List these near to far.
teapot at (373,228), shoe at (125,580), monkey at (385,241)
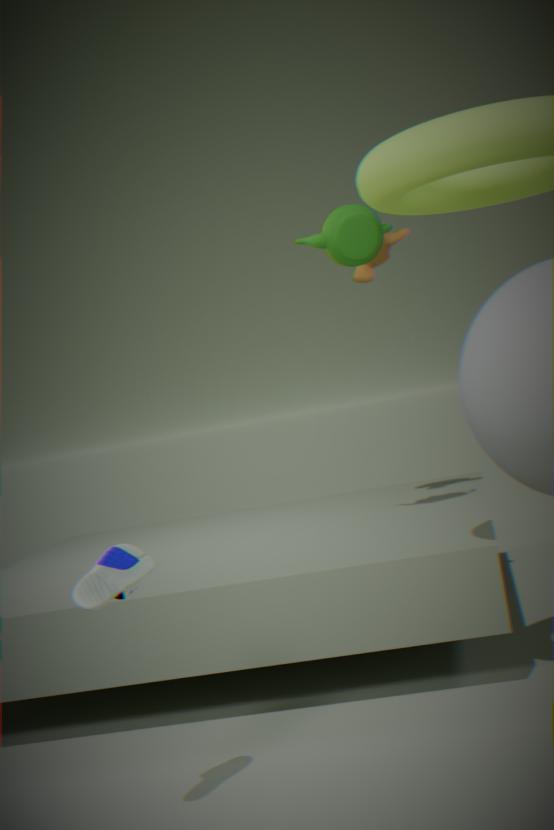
shoe at (125,580) < teapot at (373,228) < monkey at (385,241)
